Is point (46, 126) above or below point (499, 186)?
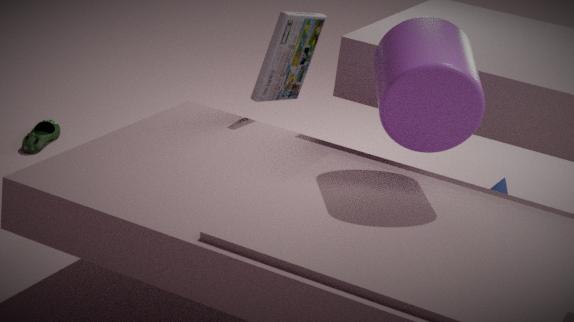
below
